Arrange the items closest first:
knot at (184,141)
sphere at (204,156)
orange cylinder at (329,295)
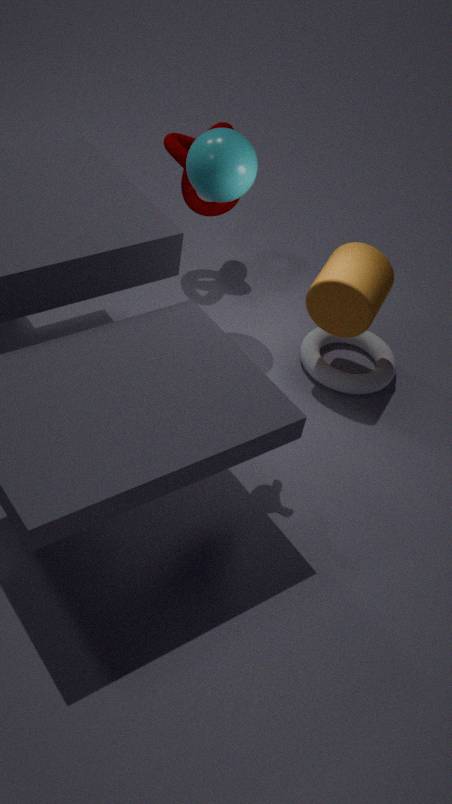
sphere at (204,156), orange cylinder at (329,295), knot at (184,141)
